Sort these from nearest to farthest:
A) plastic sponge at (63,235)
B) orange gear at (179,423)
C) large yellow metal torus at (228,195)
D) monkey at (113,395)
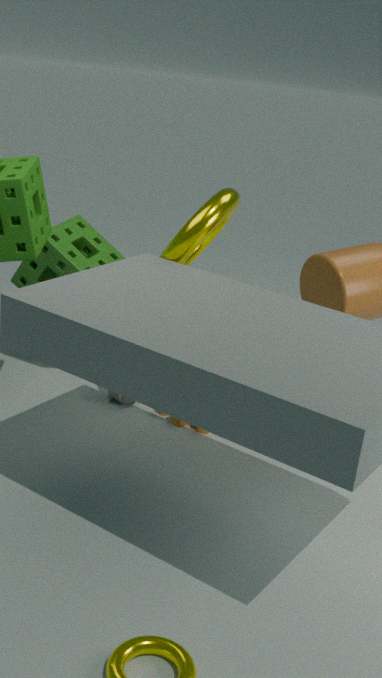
1. large yellow metal torus at (228,195)
2. orange gear at (179,423)
3. monkey at (113,395)
4. plastic sponge at (63,235)
